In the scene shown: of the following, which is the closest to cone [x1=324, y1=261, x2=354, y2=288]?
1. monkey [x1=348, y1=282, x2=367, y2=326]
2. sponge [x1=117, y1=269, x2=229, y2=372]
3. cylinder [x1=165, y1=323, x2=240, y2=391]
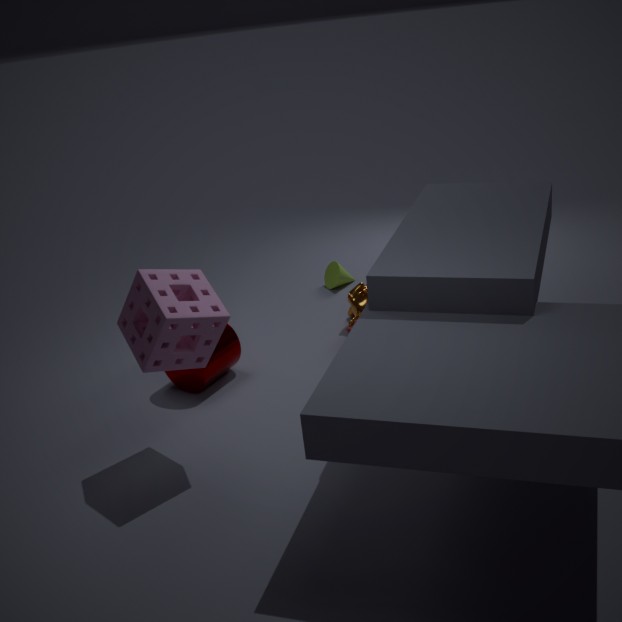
monkey [x1=348, y1=282, x2=367, y2=326]
